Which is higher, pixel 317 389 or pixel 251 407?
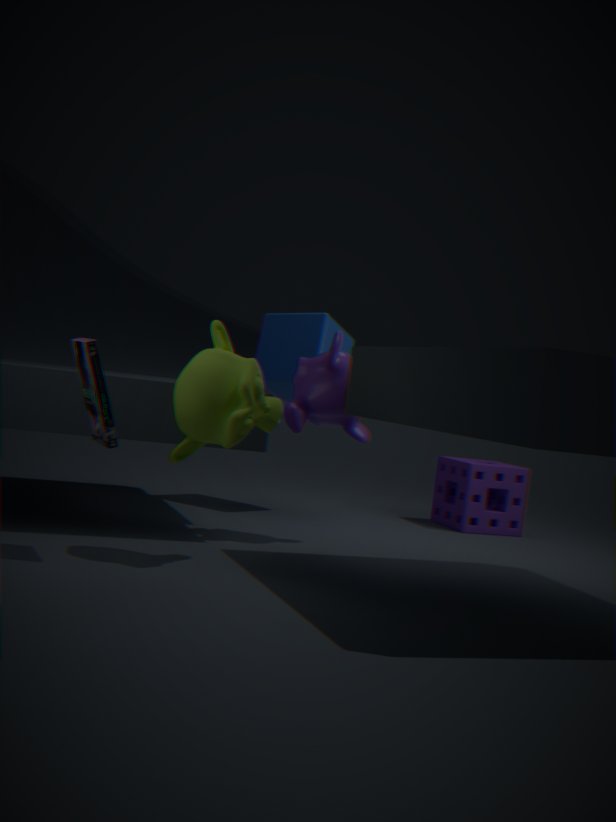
pixel 317 389
